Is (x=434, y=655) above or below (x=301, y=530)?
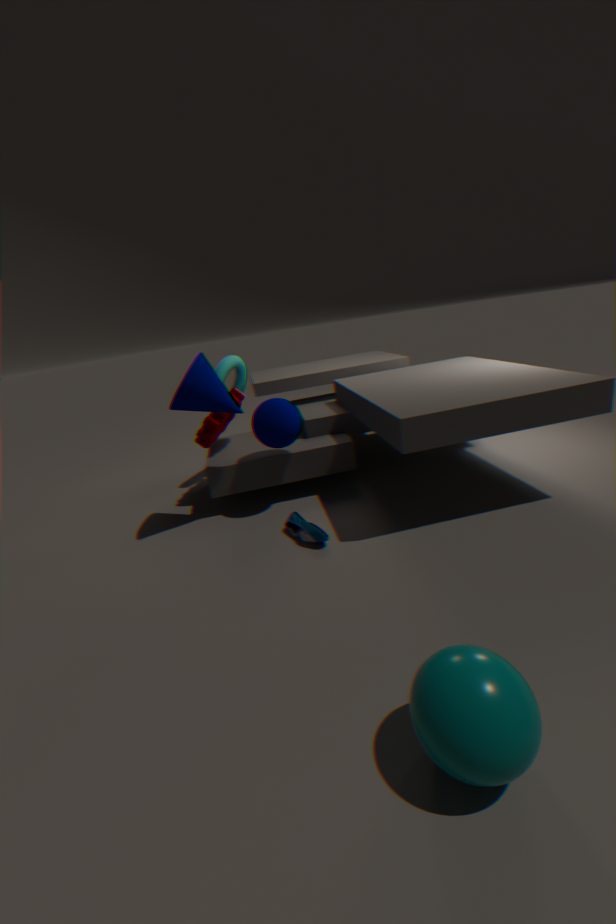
above
